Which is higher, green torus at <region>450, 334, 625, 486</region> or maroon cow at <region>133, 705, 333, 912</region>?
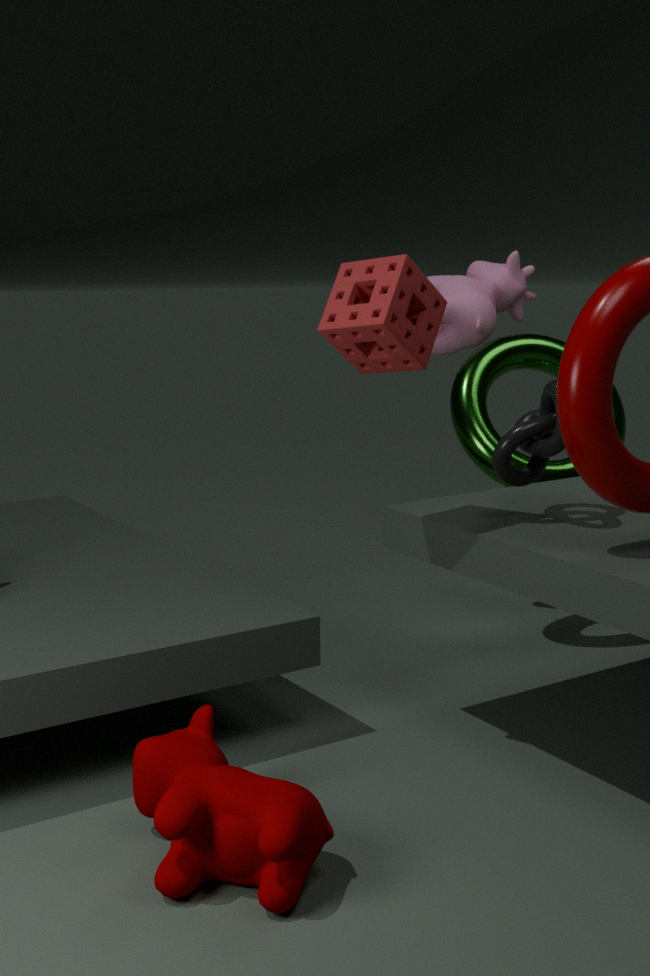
green torus at <region>450, 334, 625, 486</region>
